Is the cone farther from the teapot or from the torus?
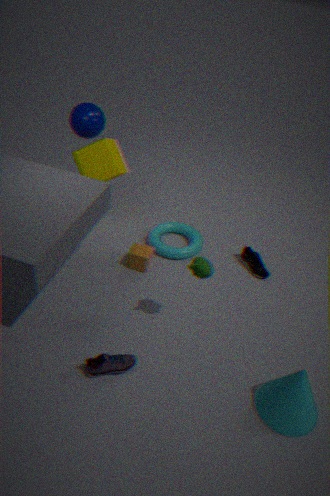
the torus
